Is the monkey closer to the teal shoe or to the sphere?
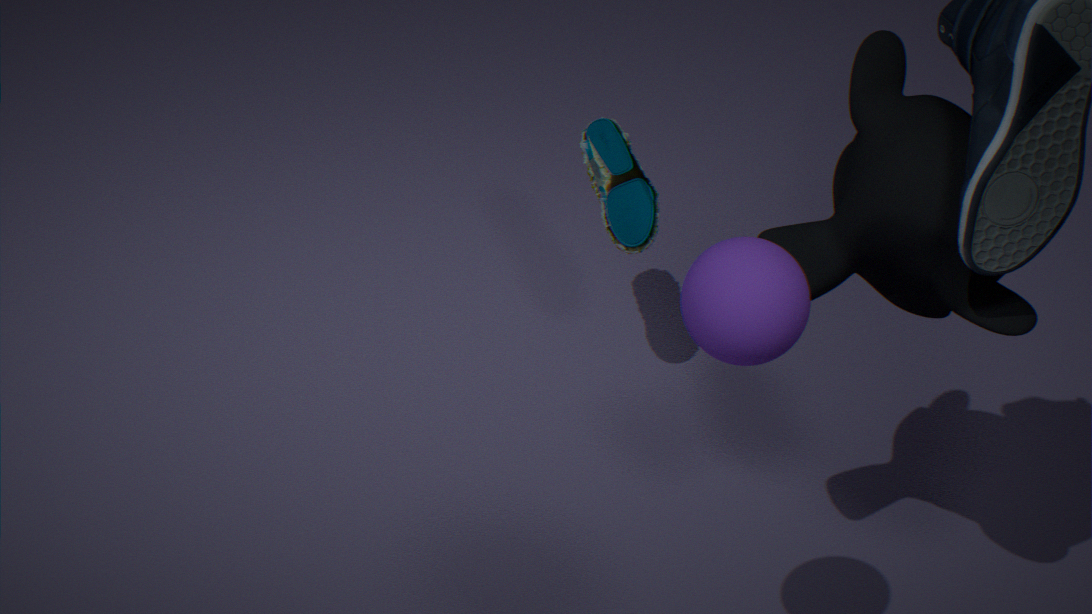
the sphere
